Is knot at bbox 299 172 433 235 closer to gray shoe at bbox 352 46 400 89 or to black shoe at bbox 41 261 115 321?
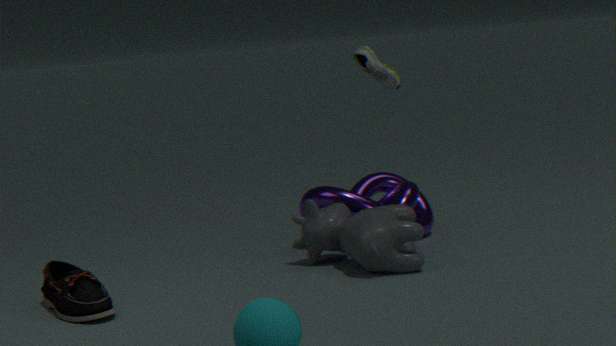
gray shoe at bbox 352 46 400 89
